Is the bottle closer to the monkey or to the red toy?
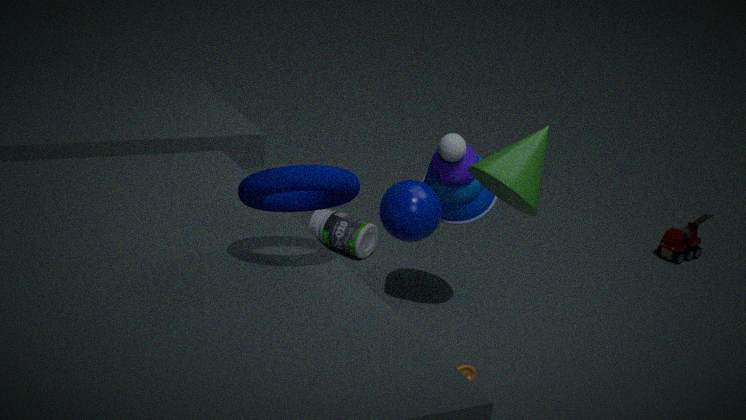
the red toy
